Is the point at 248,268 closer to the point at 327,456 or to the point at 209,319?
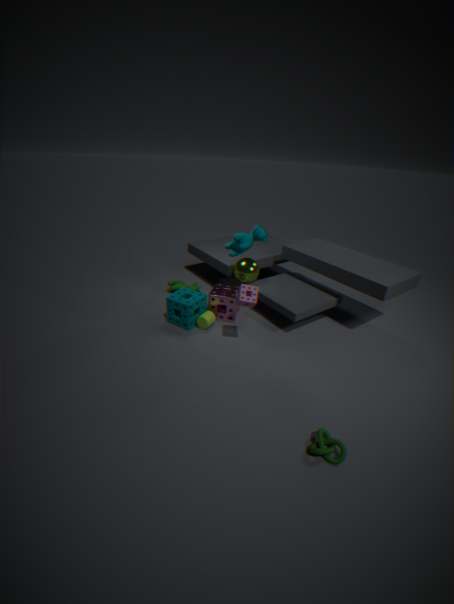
the point at 209,319
